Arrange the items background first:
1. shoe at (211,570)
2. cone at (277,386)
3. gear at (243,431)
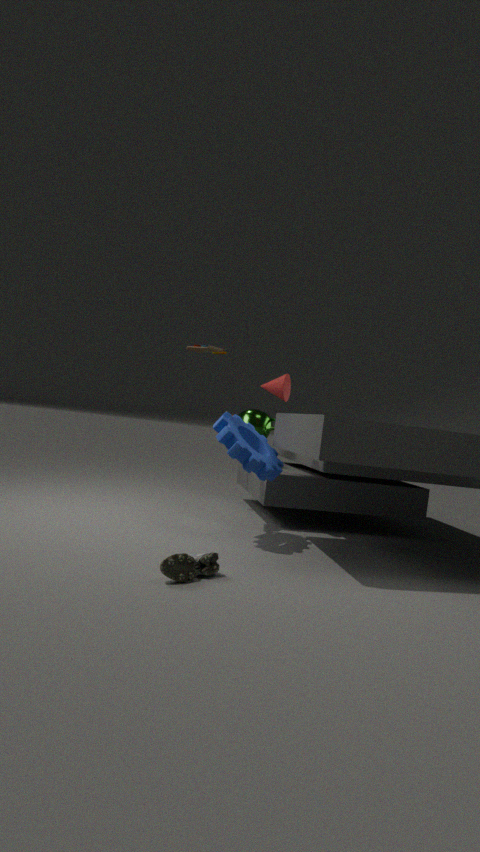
cone at (277,386)
gear at (243,431)
shoe at (211,570)
